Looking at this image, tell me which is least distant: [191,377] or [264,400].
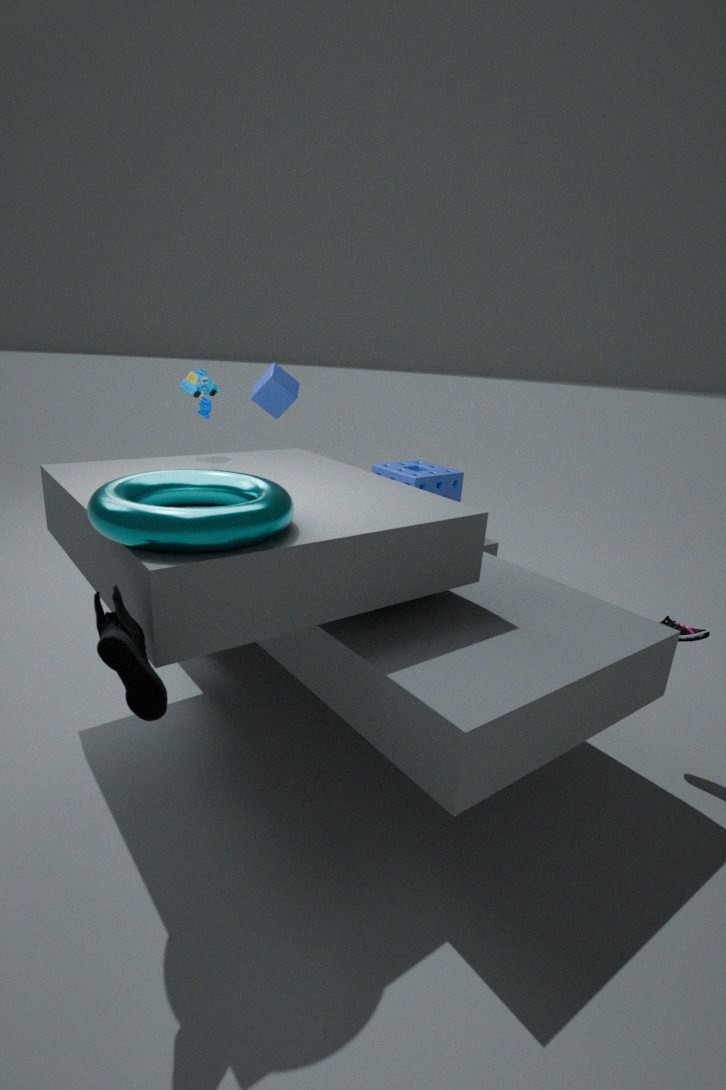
[191,377]
